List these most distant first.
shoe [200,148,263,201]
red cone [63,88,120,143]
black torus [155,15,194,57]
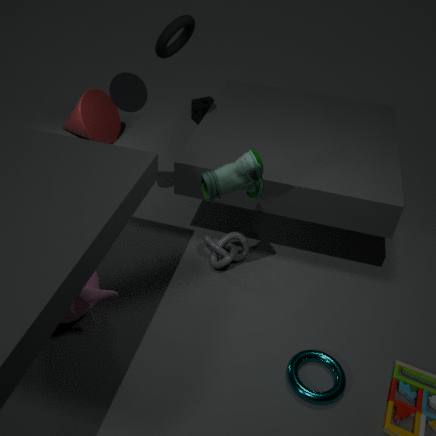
red cone [63,88,120,143]
black torus [155,15,194,57]
shoe [200,148,263,201]
